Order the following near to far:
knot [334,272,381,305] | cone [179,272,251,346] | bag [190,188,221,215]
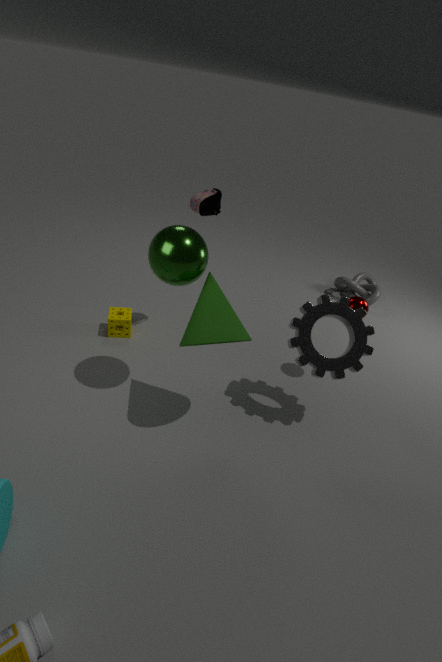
cone [179,272,251,346], bag [190,188,221,215], knot [334,272,381,305]
